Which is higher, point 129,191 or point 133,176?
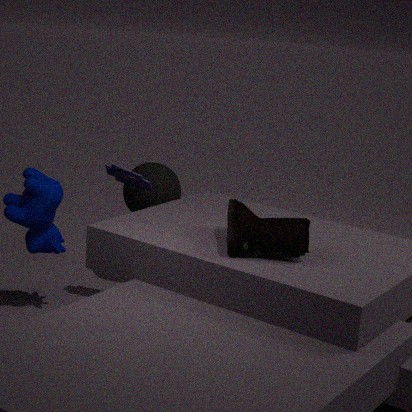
point 133,176
